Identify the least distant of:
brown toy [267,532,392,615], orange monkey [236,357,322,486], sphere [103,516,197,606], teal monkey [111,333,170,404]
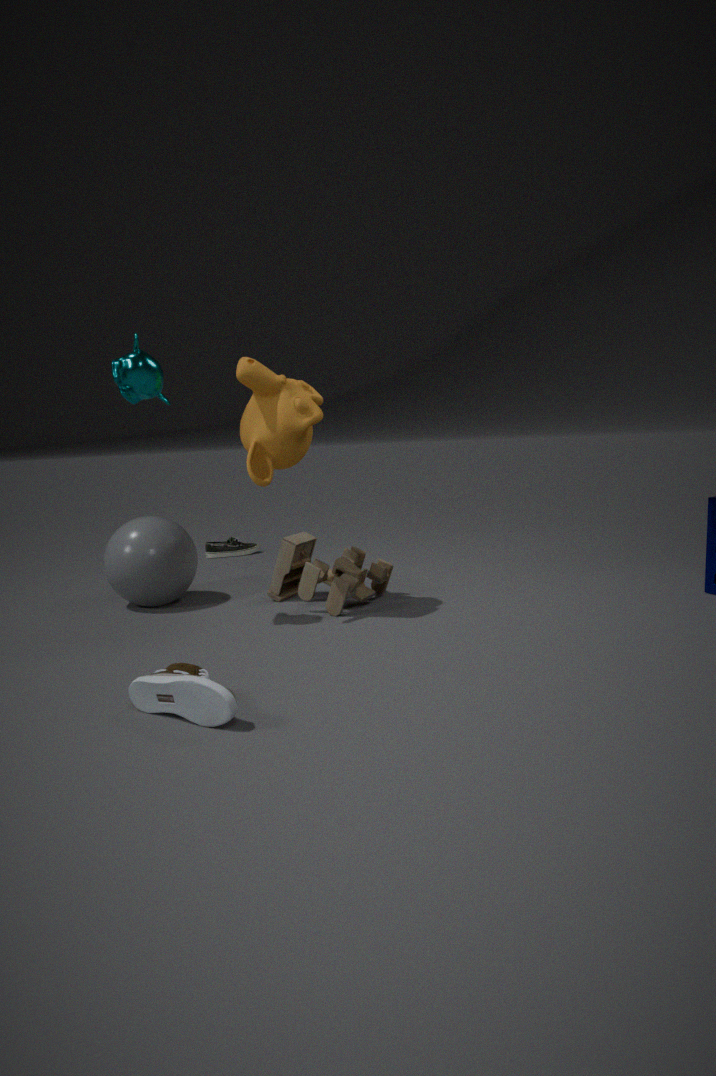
teal monkey [111,333,170,404]
